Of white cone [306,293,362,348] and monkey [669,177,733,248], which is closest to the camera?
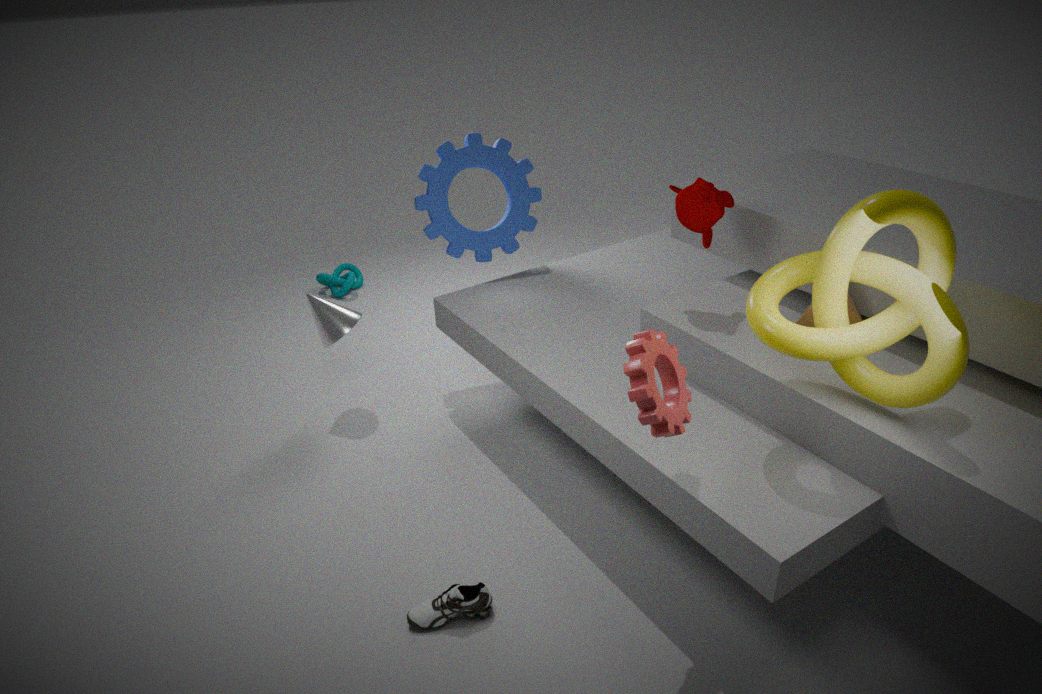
monkey [669,177,733,248]
